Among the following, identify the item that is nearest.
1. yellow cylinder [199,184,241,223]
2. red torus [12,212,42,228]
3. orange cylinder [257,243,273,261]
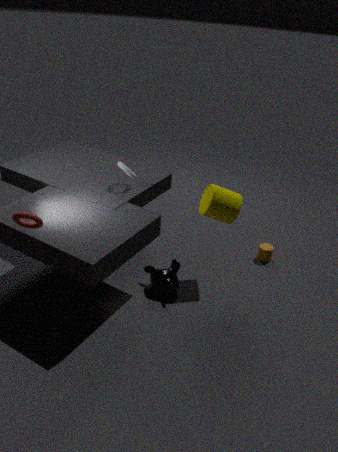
red torus [12,212,42,228]
